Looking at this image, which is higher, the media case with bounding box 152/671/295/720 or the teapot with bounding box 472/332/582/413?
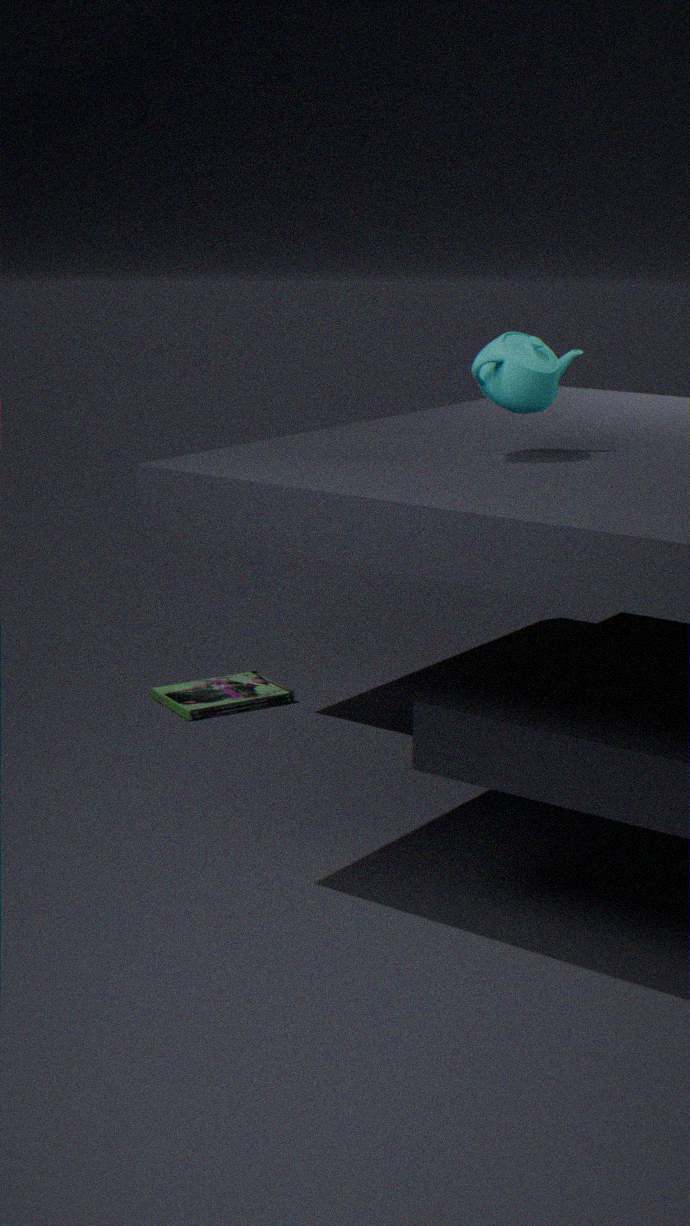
the teapot with bounding box 472/332/582/413
